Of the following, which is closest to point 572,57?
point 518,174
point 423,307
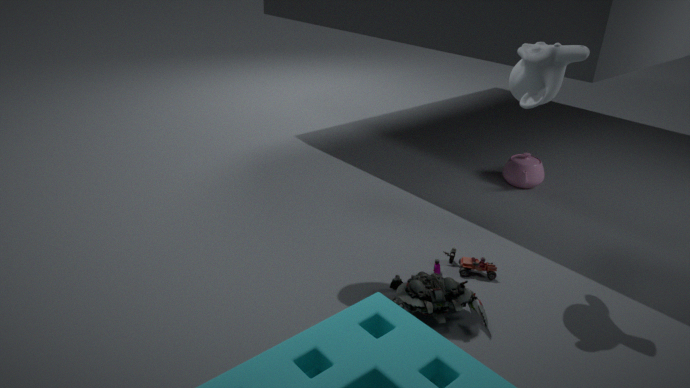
point 423,307
